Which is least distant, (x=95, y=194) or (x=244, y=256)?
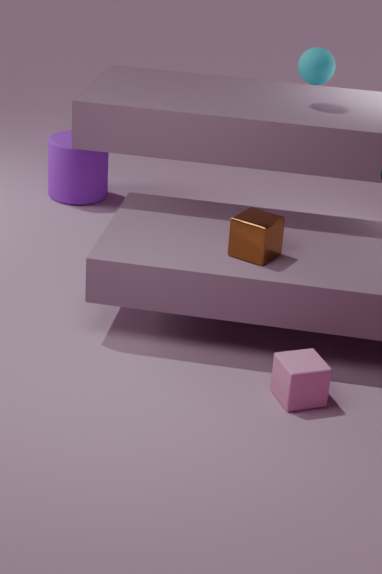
(x=244, y=256)
